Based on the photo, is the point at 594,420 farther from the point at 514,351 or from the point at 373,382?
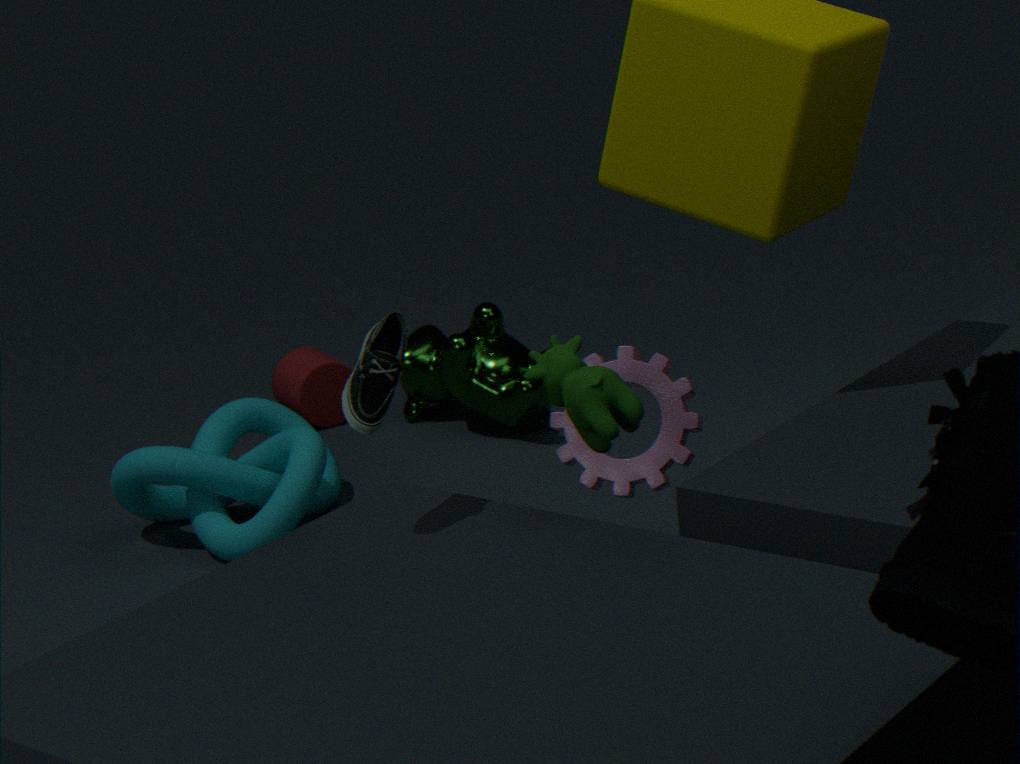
the point at 514,351
